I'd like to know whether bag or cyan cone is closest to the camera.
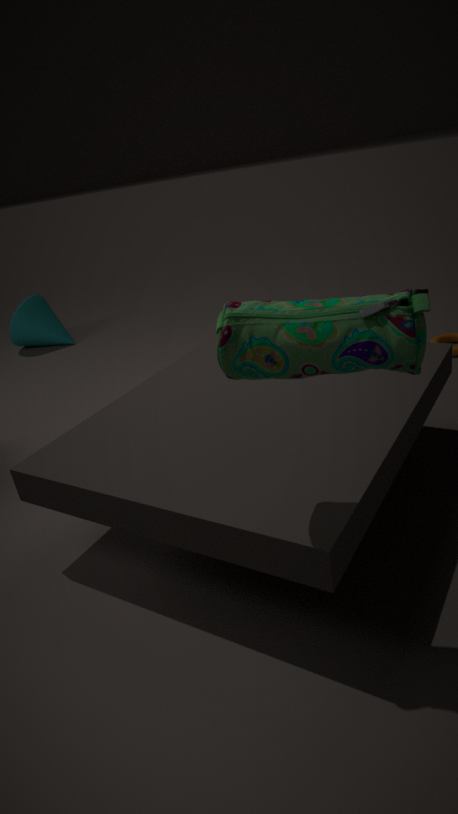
bag
